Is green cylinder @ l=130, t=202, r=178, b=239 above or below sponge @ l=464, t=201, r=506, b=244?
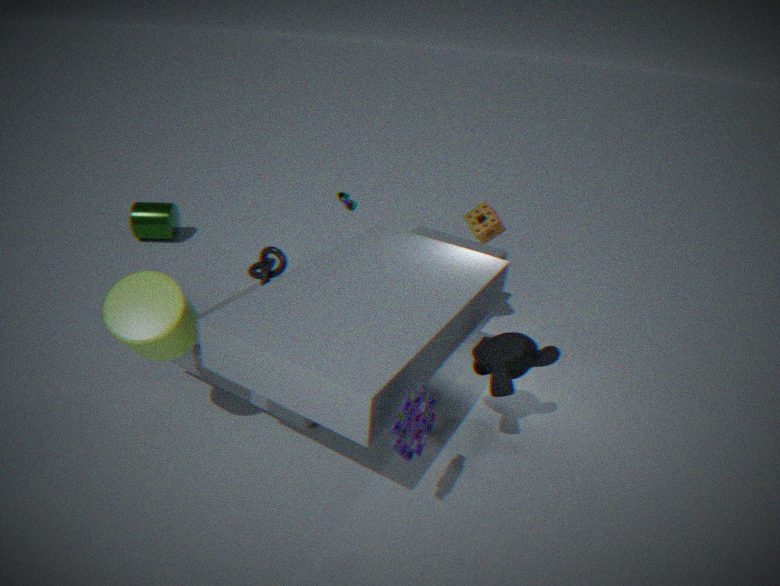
below
